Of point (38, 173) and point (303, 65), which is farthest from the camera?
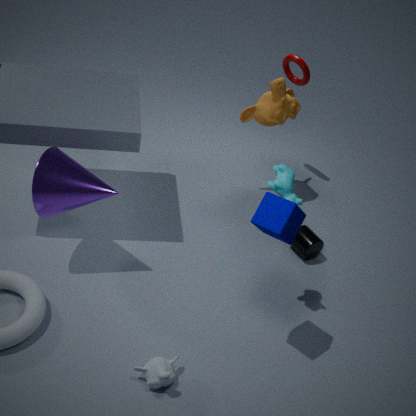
point (303, 65)
